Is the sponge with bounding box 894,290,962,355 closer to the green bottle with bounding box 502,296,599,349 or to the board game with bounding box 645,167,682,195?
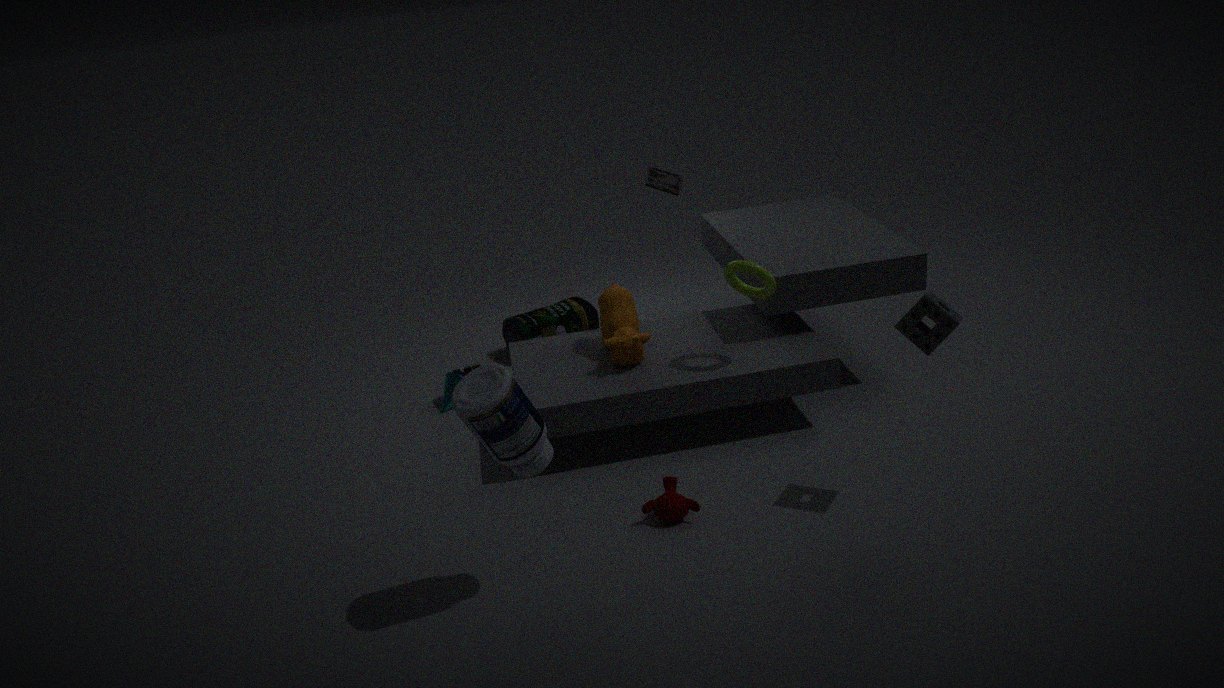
the board game with bounding box 645,167,682,195
